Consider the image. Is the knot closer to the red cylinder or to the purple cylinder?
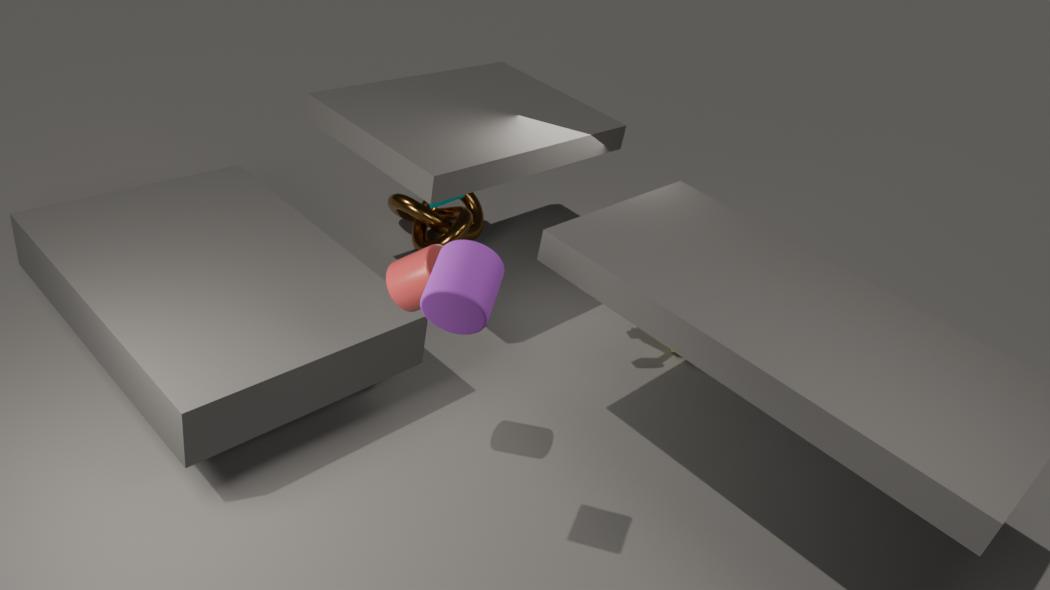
the red cylinder
